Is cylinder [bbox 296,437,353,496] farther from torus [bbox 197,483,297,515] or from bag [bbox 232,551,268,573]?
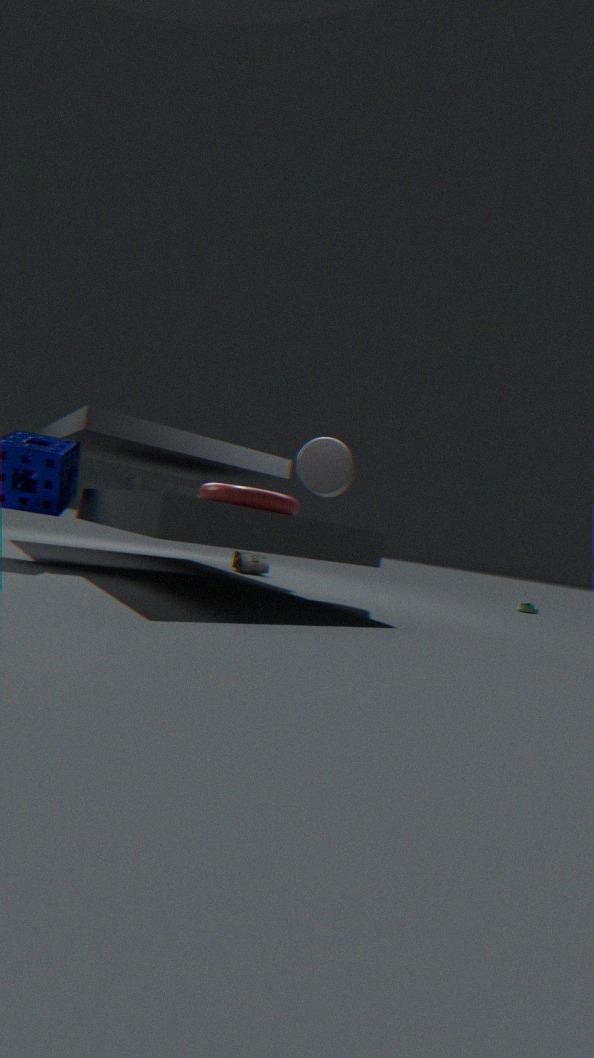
bag [bbox 232,551,268,573]
